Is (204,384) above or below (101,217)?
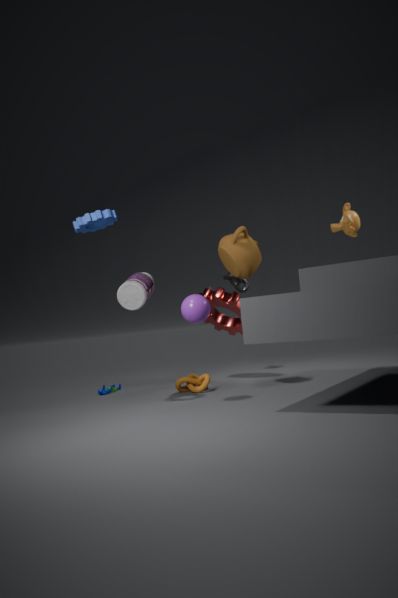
below
